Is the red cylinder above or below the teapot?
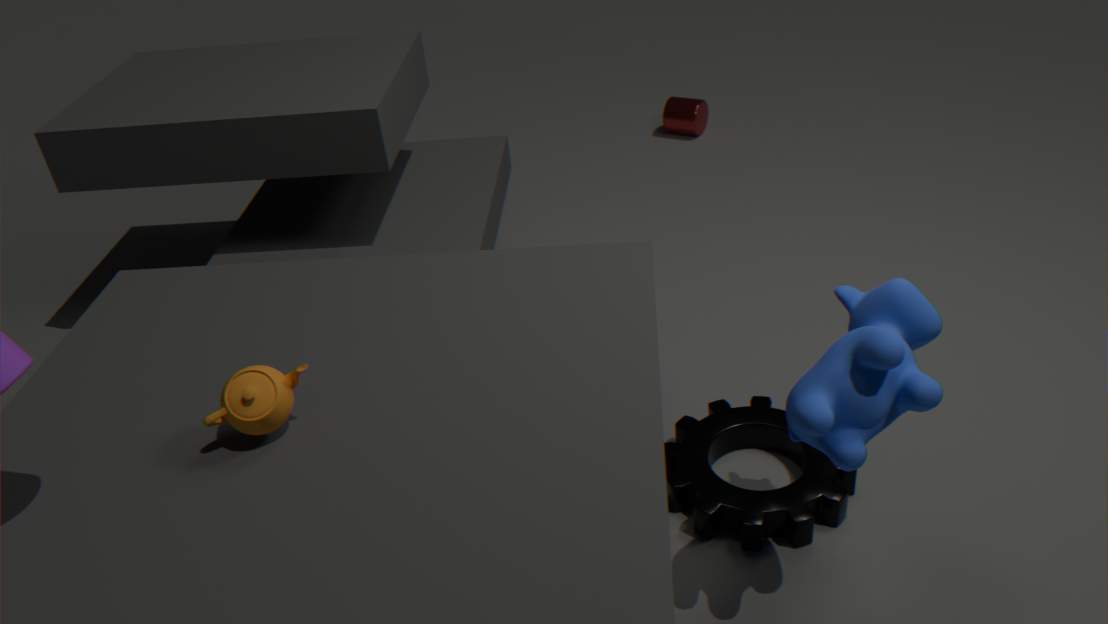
below
